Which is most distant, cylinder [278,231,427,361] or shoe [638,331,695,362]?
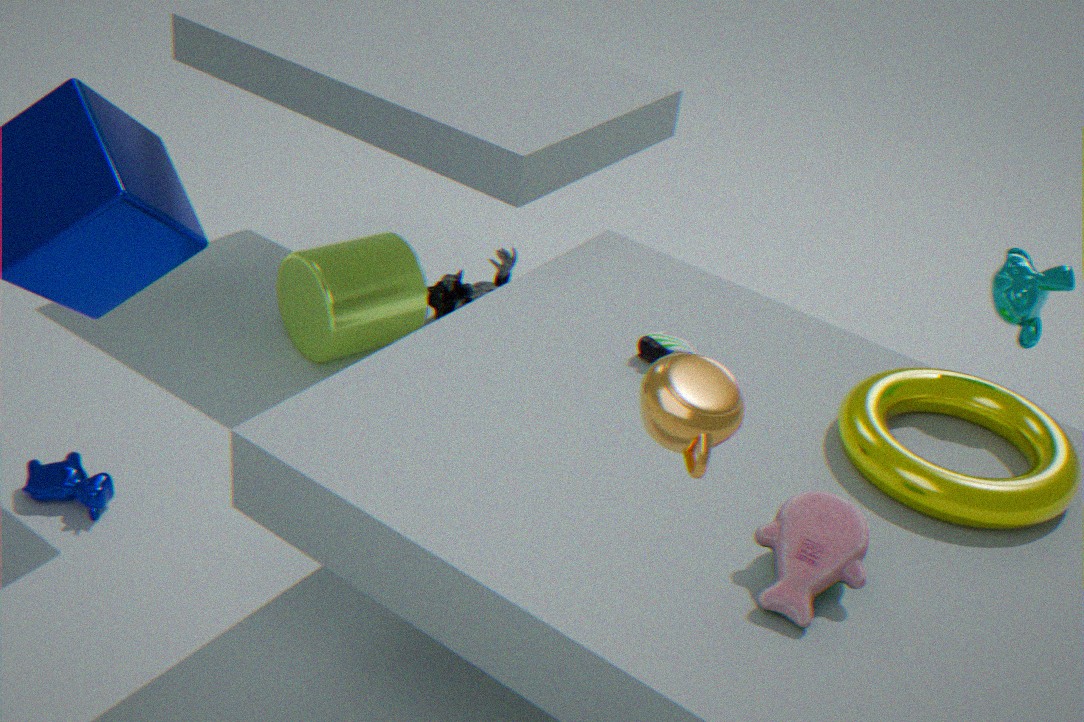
cylinder [278,231,427,361]
